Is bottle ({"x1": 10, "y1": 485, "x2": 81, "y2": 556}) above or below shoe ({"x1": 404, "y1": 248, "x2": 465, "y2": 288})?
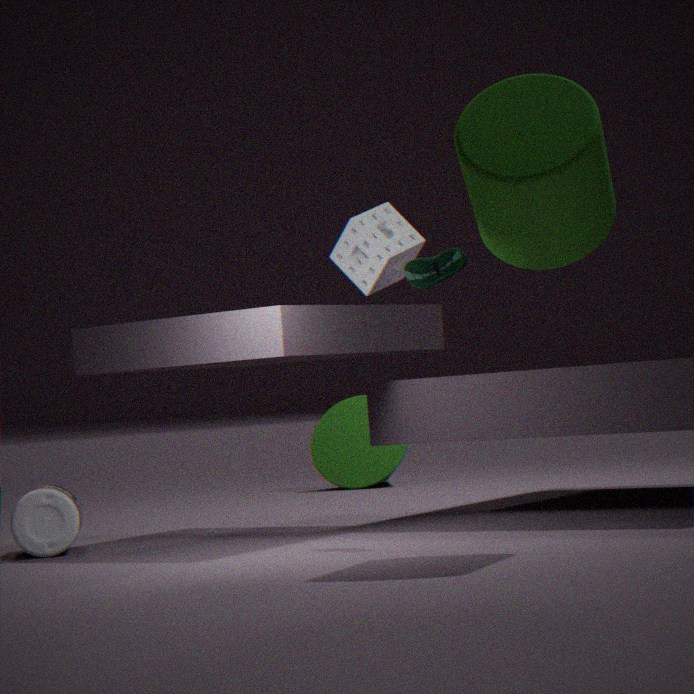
below
